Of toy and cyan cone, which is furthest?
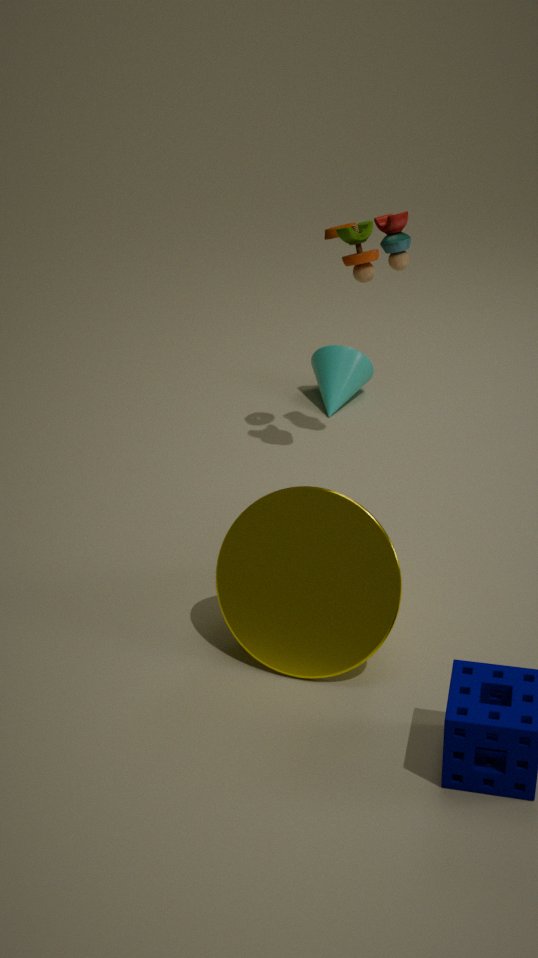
cyan cone
